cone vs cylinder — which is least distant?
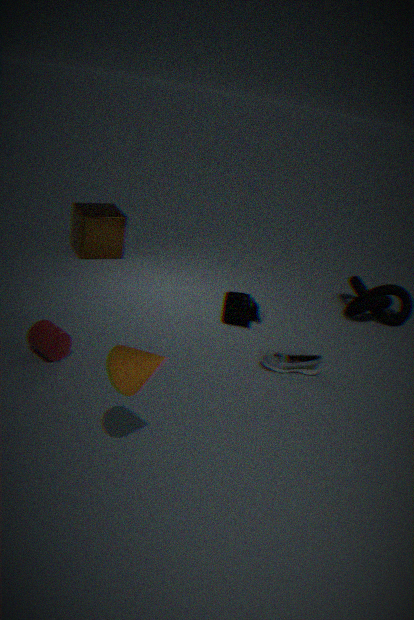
cone
